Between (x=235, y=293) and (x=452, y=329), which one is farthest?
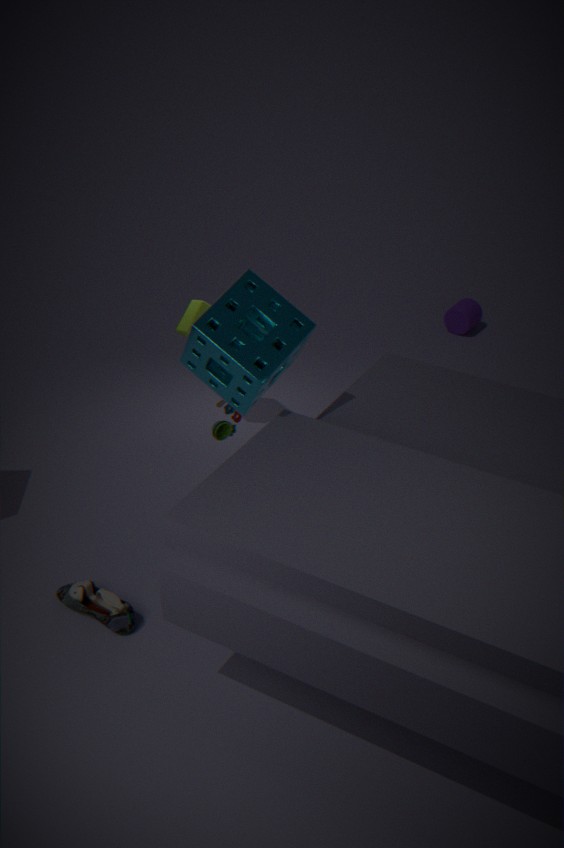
(x=452, y=329)
